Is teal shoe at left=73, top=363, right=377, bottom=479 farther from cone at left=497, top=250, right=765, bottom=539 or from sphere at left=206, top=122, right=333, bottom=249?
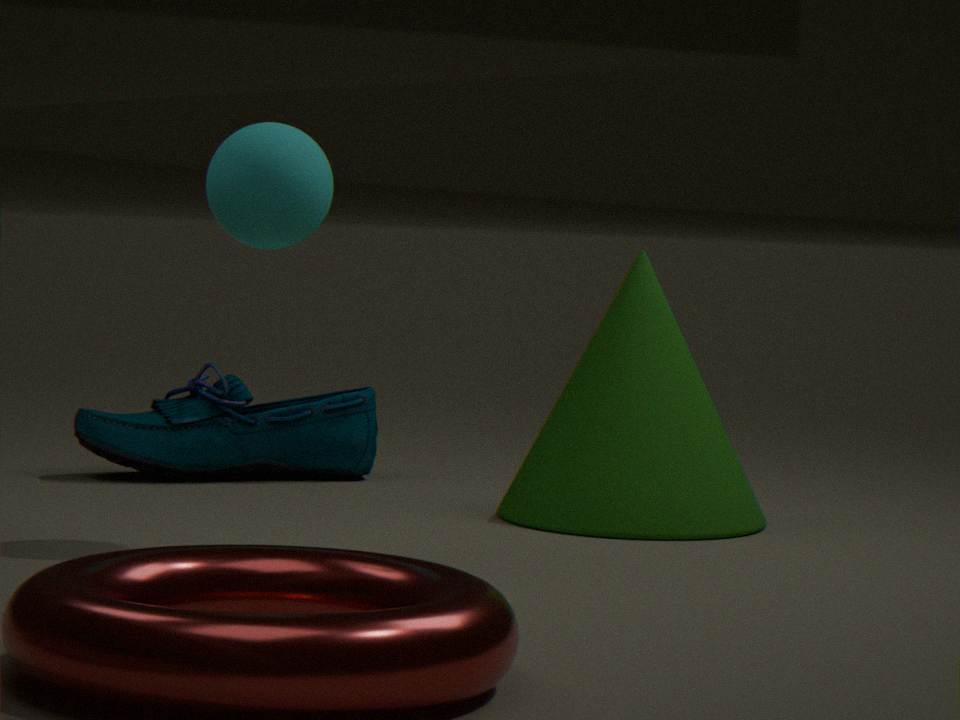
sphere at left=206, top=122, right=333, bottom=249
